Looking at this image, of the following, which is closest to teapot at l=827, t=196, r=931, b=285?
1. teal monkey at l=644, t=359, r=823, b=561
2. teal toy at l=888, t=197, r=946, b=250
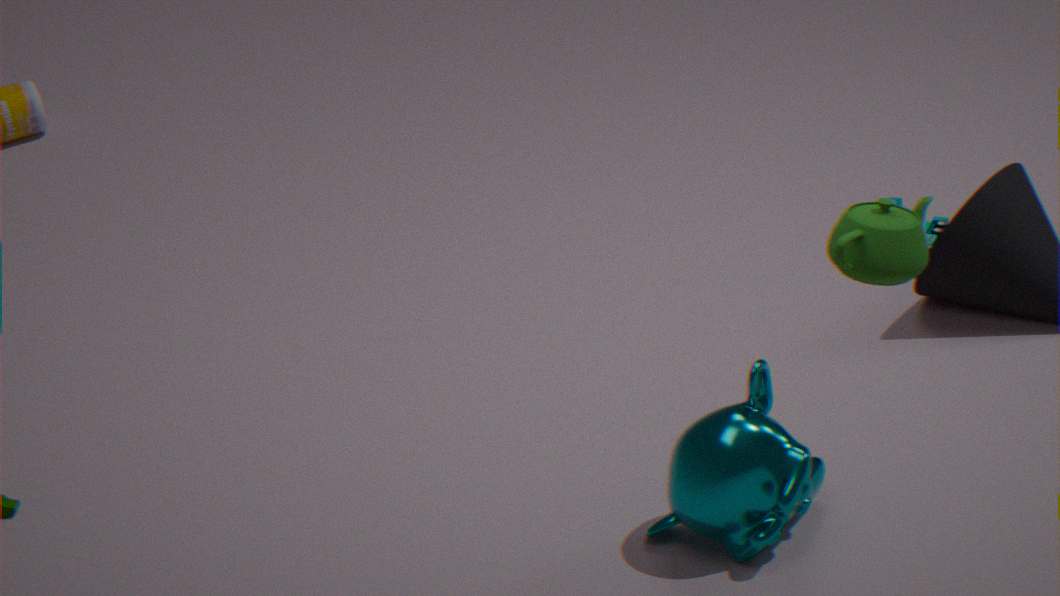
teal monkey at l=644, t=359, r=823, b=561
